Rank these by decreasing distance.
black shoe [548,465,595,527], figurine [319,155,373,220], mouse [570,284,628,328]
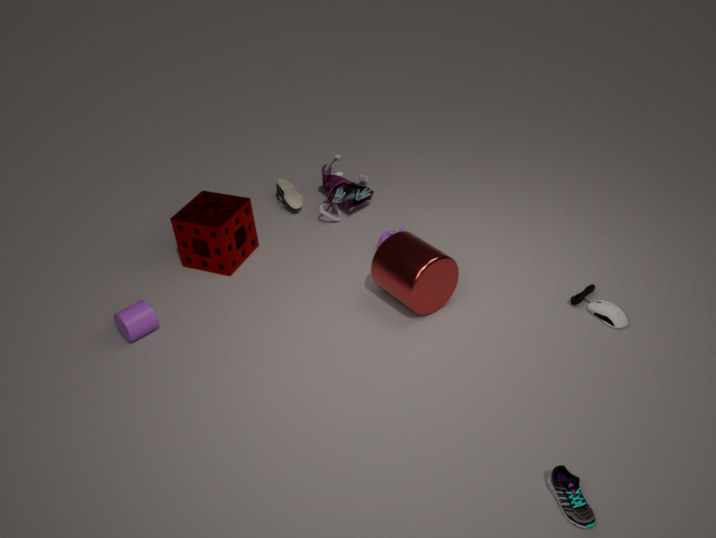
1. figurine [319,155,373,220]
2. mouse [570,284,628,328]
3. black shoe [548,465,595,527]
